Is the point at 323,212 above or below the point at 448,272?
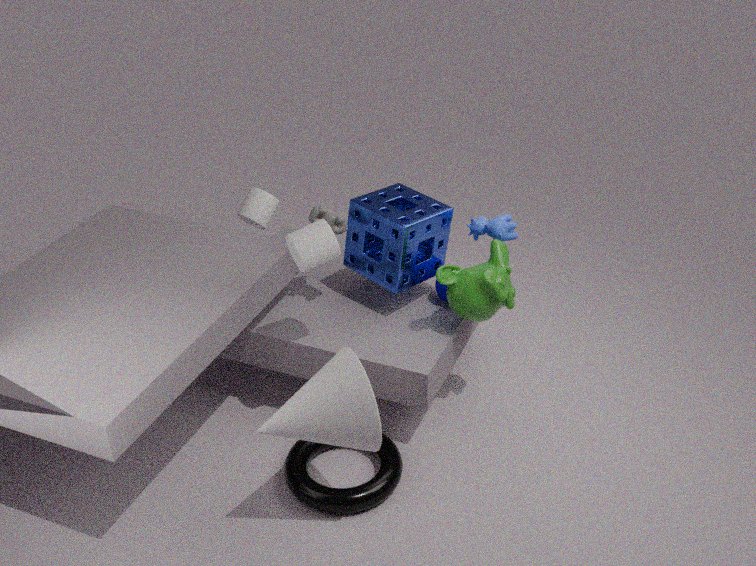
above
